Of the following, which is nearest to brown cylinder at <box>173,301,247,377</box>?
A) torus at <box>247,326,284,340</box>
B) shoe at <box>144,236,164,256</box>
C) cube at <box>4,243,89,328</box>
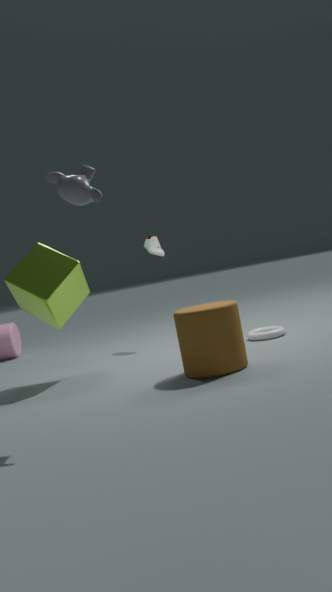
torus at <box>247,326,284,340</box>
